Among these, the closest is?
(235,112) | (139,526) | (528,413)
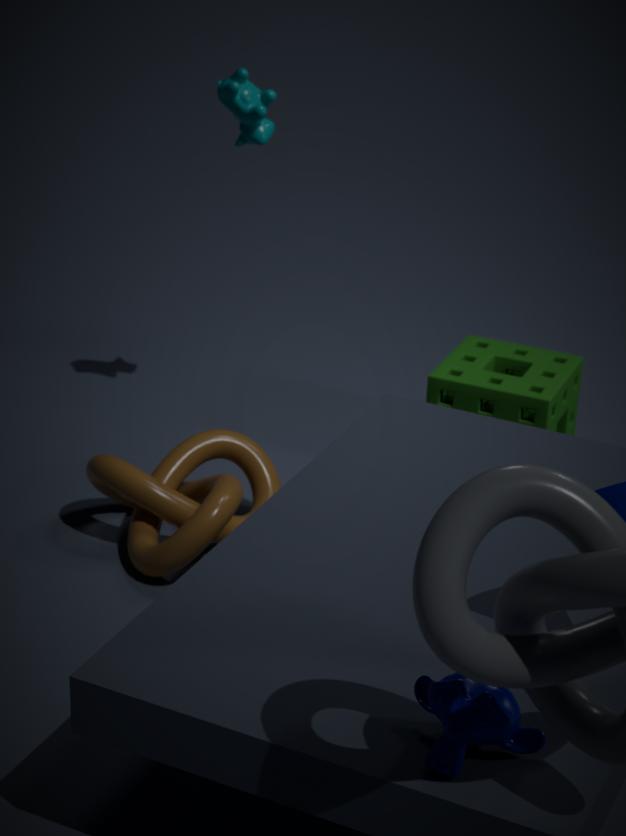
(139,526)
